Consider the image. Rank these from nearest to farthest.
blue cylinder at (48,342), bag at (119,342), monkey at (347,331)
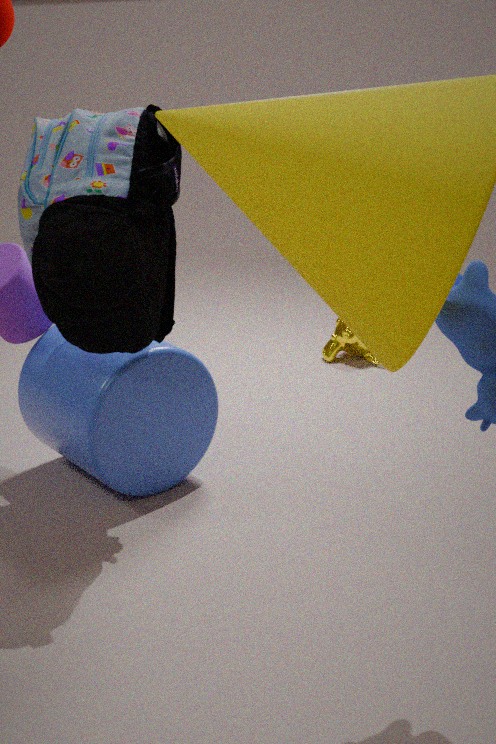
bag at (119,342)
blue cylinder at (48,342)
monkey at (347,331)
